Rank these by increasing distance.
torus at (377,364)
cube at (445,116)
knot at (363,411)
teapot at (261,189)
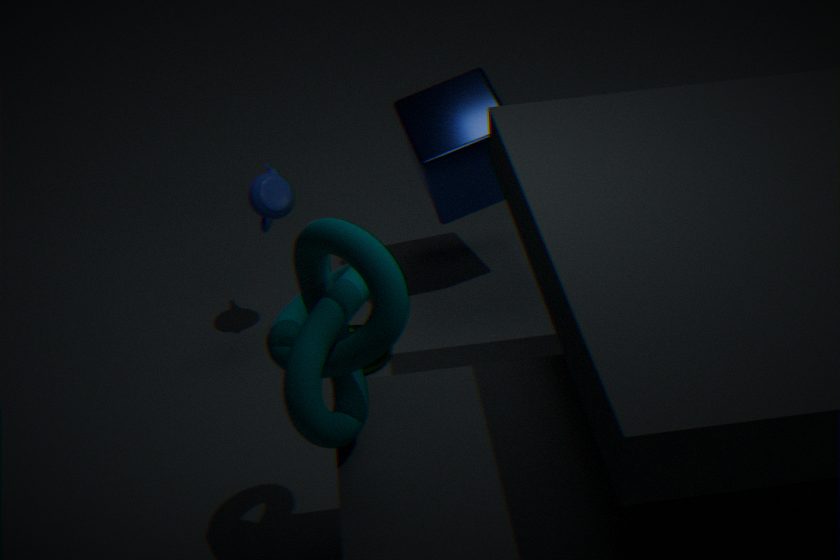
knot at (363,411) < teapot at (261,189) < torus at (377,364) < cube at (445,116)
